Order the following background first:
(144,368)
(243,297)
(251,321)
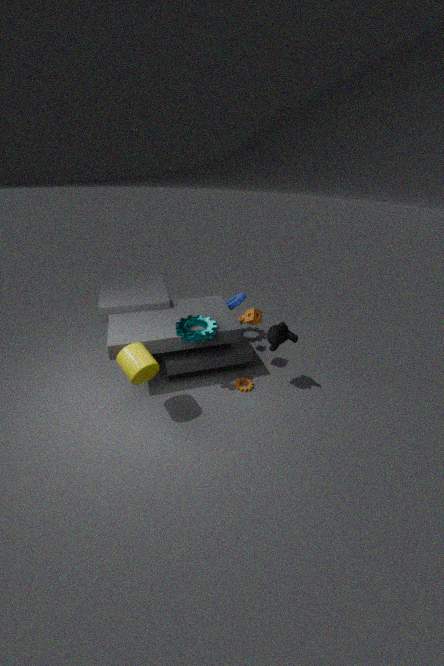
(243,297) < (251,321) < (144,368)
